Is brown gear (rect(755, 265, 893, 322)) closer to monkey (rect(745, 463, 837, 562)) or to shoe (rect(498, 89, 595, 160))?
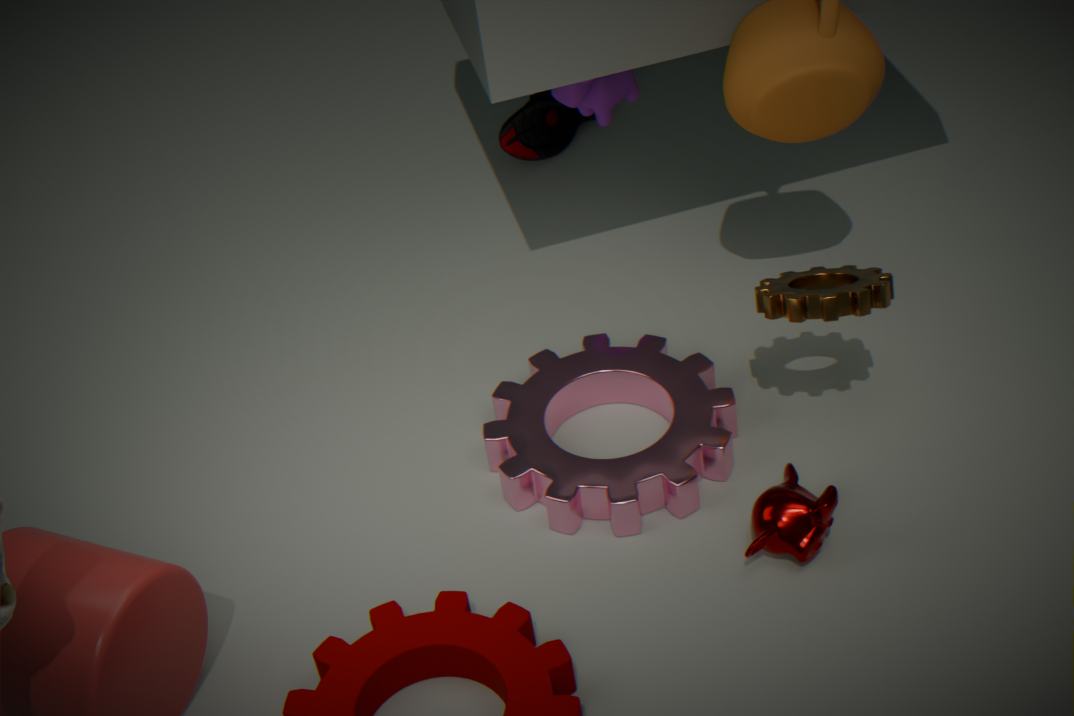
monkey (rect(745, 463, 837, 562))
